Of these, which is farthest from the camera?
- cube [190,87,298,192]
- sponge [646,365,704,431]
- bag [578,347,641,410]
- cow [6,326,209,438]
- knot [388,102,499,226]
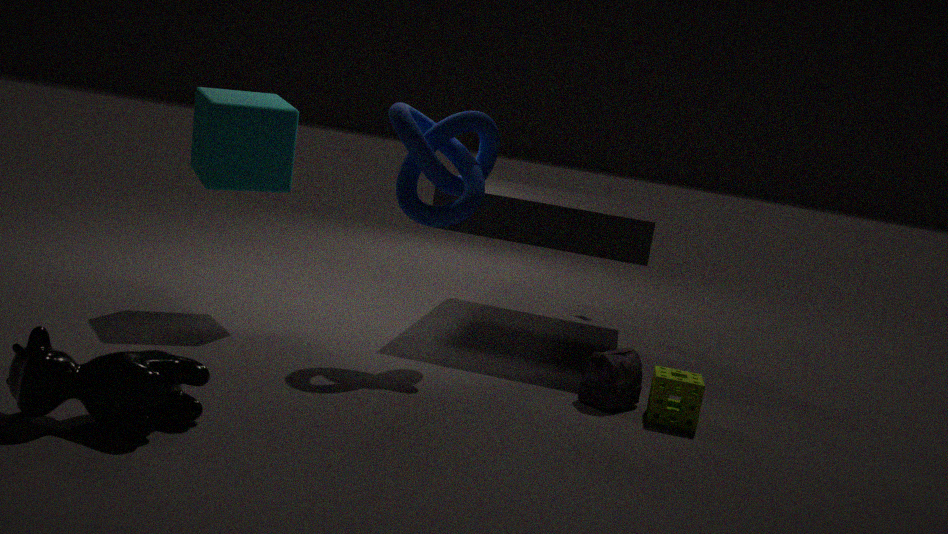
cube [190,87,298,192]
